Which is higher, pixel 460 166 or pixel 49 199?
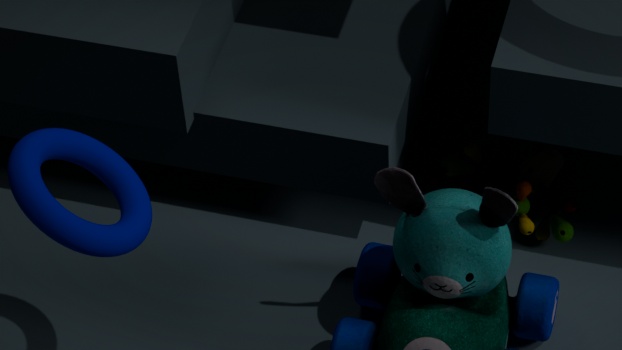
pixel 49 199
